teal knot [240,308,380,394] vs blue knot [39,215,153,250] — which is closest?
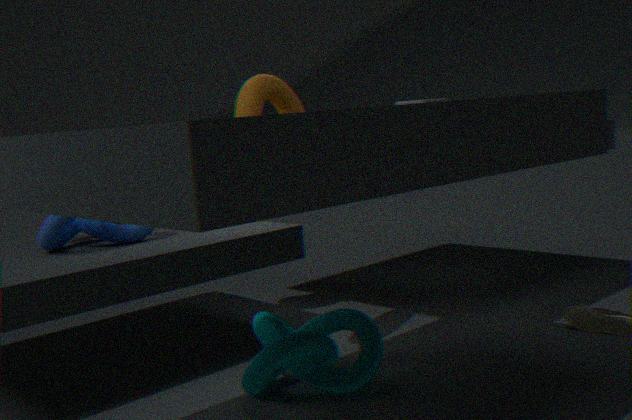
teal knot [240,308,380,394]
